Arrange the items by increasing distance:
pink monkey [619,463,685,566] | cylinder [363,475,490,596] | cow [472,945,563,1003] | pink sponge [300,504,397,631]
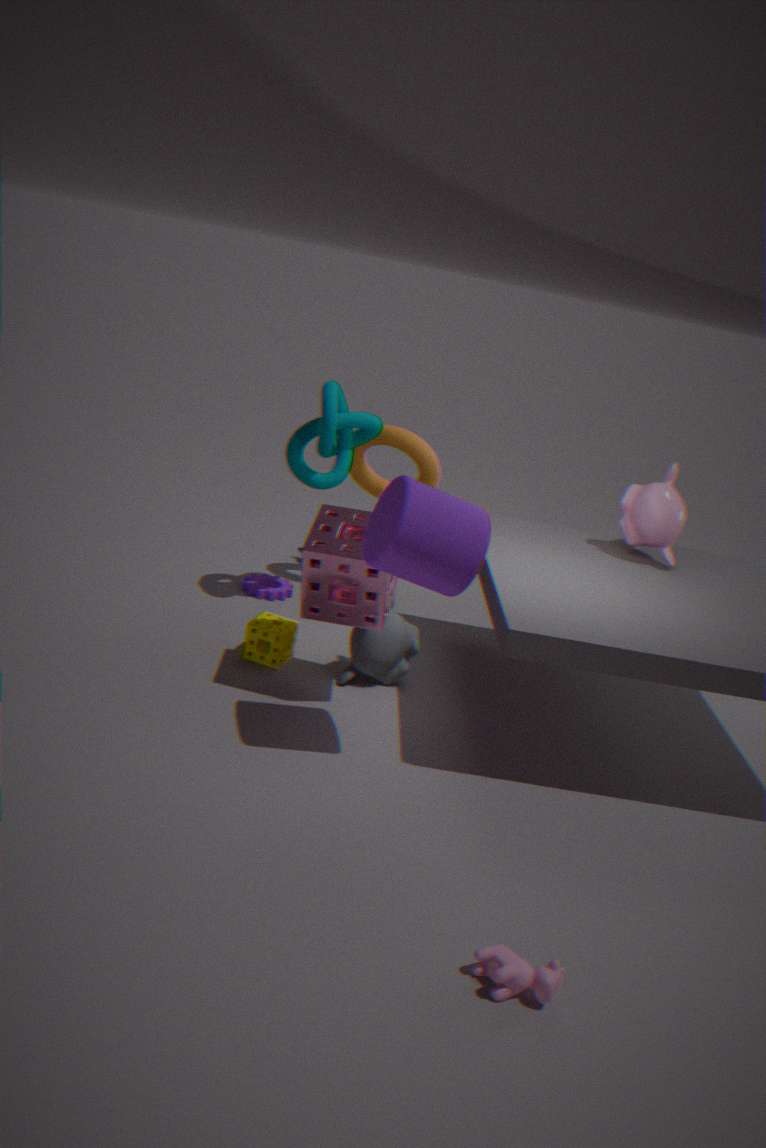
cow [472,945,563,1003]
cylinder [363,475,490,596]
pink sponge [300,504,397,631]
pink monkey [619,463,685,566]
